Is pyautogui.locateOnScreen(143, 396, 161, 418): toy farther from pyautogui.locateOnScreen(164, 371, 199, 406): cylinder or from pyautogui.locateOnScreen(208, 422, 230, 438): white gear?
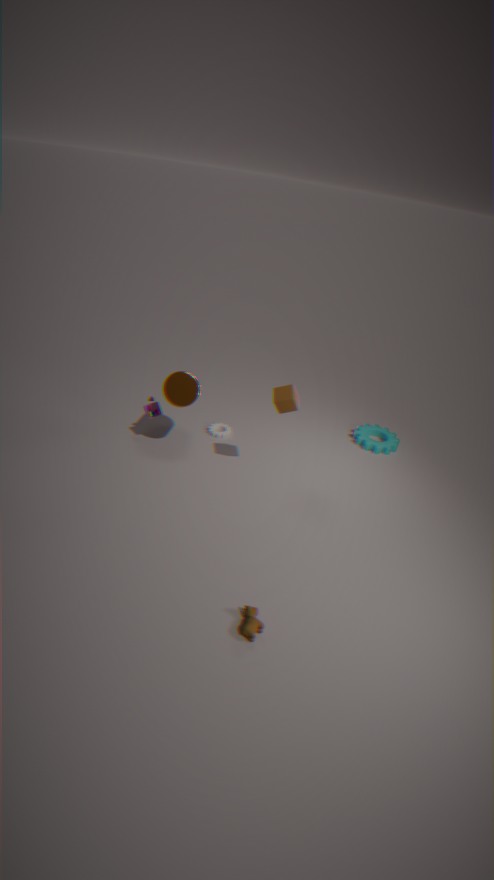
pyautogui.locateOnScreen(208, 422, 230, 438): white gear
